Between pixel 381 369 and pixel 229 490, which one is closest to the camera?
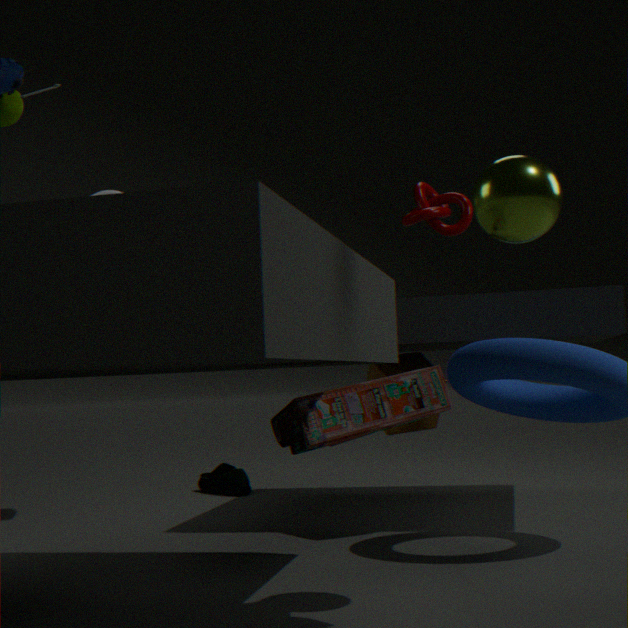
pixel 381 369
